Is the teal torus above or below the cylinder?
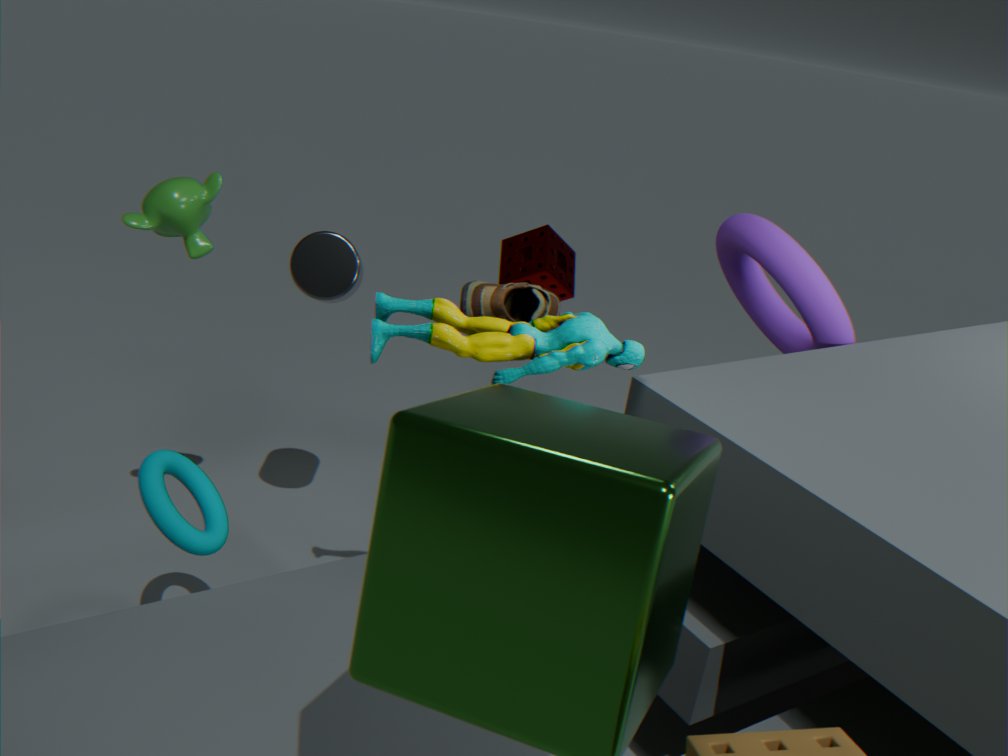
below
